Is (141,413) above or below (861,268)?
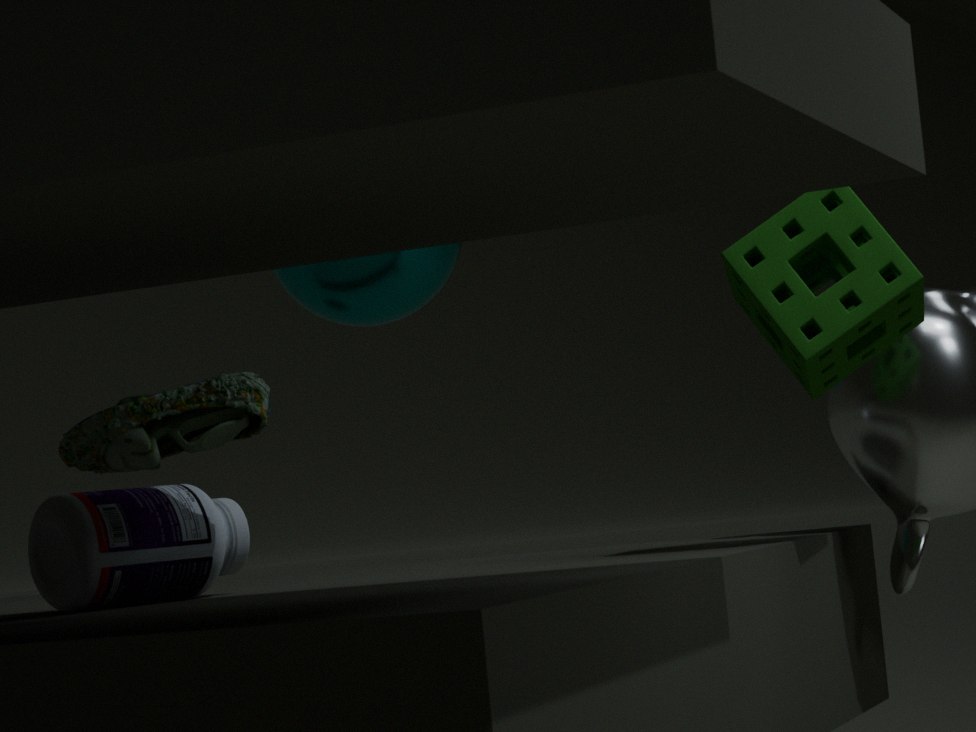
below
